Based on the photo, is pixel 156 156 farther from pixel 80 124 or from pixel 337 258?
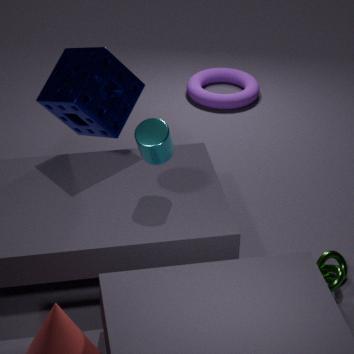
pixel 337 258
